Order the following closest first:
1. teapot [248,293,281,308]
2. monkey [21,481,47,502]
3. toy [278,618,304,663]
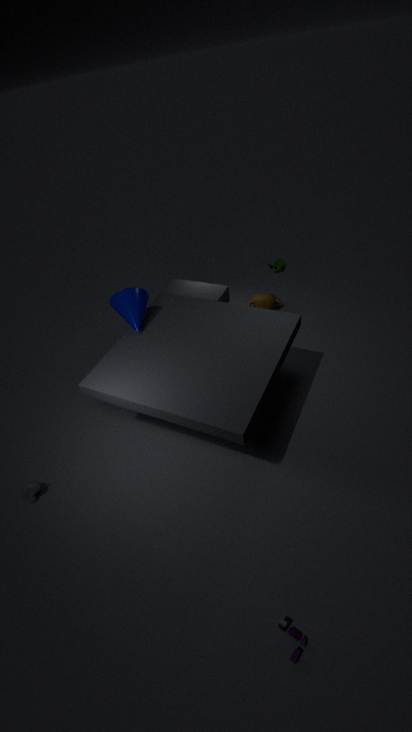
toy [278,618,304,663] < monkey [21,481,47,502] < teapot [248,293,281,308]
